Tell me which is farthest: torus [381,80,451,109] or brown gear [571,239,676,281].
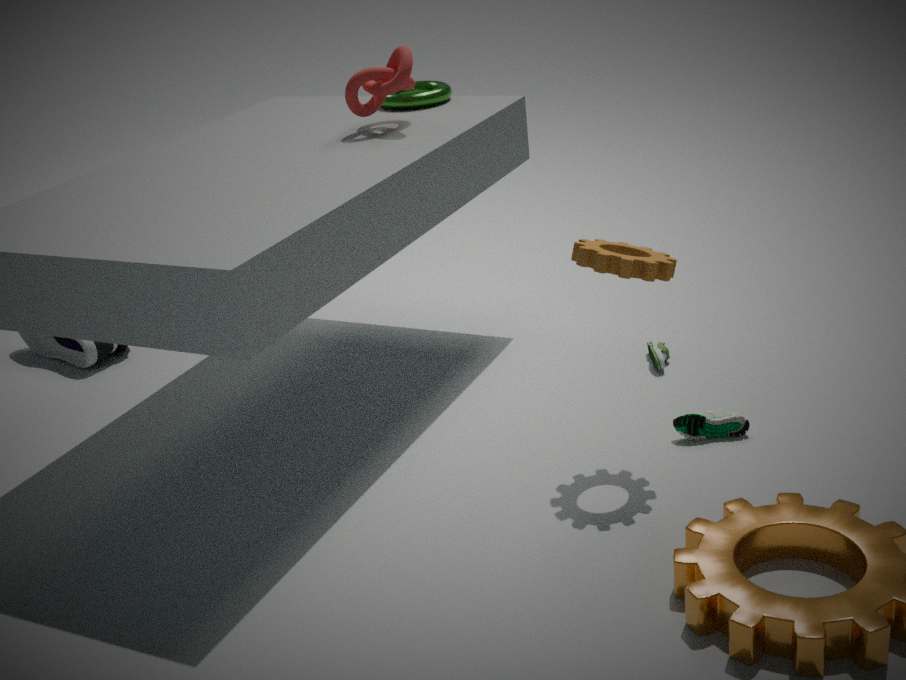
torus [381,80,451,109]
